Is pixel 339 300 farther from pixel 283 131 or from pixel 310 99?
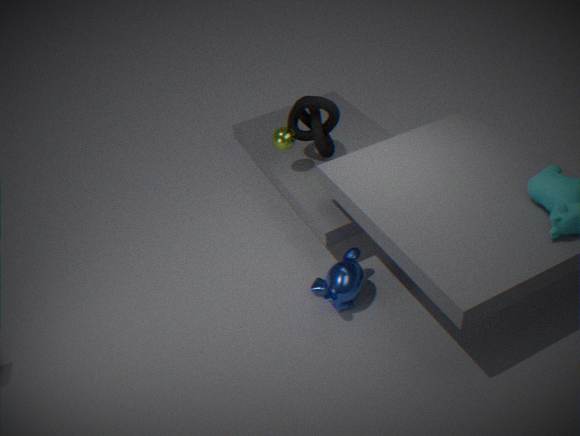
pixel 310 99
